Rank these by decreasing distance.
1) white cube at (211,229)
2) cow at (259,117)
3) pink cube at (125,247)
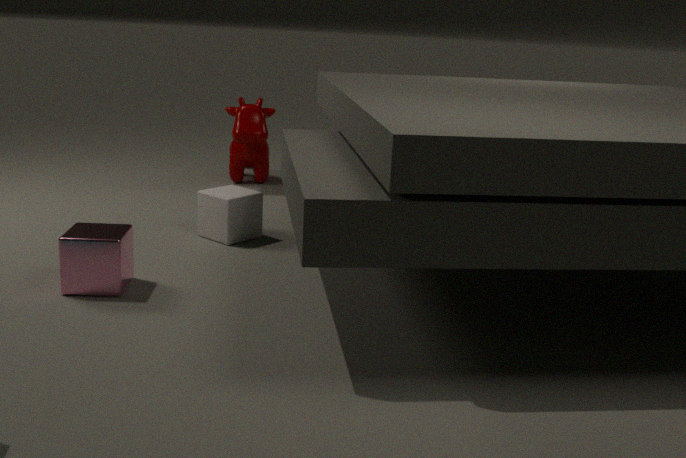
2. cow at (259,117) → 1. white cube at (211,229) → 3. pink cube at (125,247)
